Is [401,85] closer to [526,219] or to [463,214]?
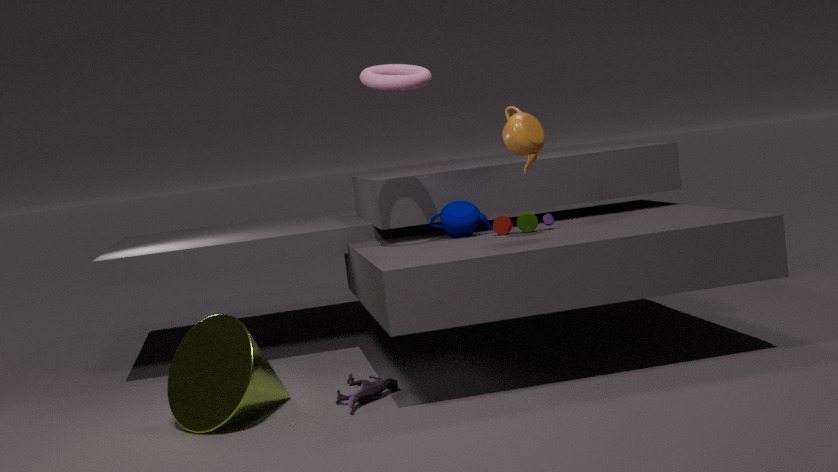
[463,214]
